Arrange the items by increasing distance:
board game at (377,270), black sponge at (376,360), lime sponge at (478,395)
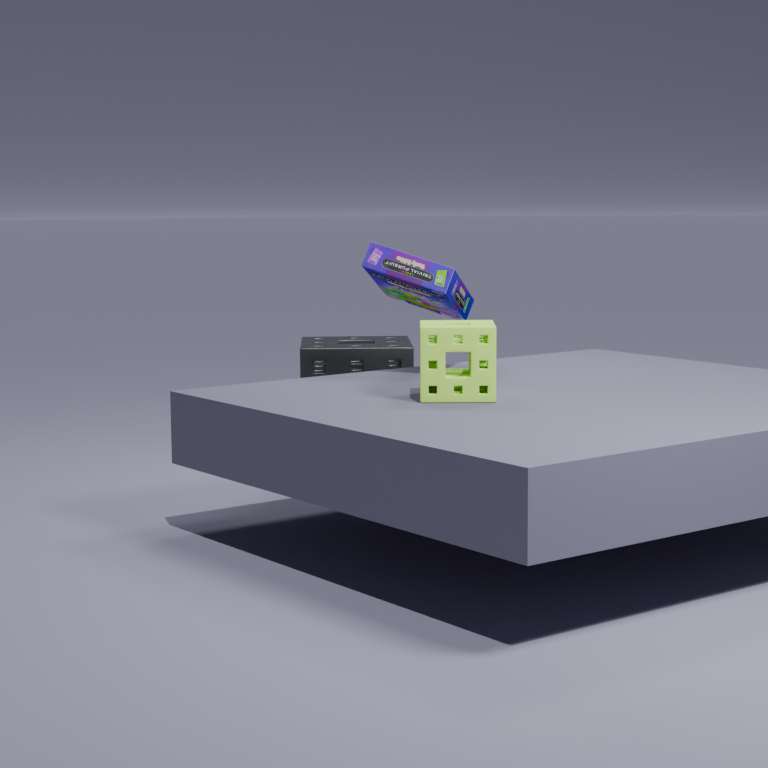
lime sponge at (478,395) < board game at (377,270) < black sponge at (376,360)
